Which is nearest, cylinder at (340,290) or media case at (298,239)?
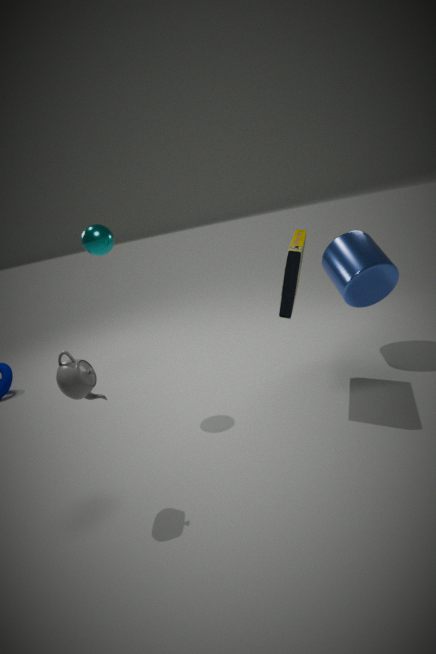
media case at (298,239)
